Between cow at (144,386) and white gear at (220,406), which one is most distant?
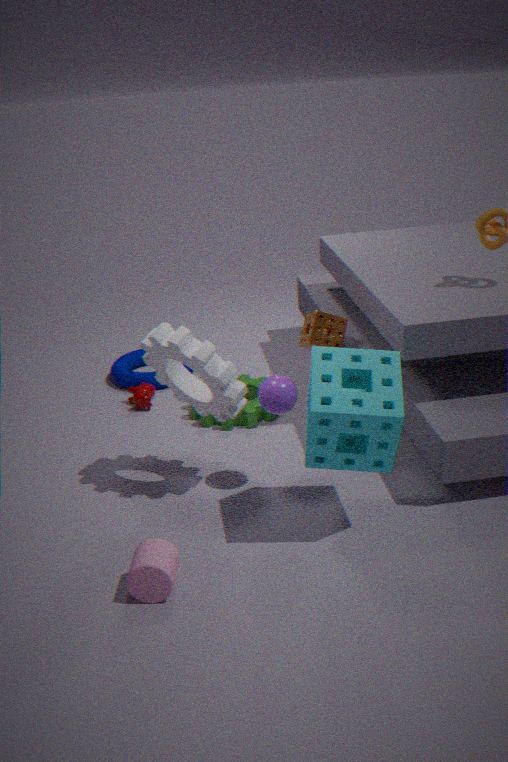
cow at (144,386)
